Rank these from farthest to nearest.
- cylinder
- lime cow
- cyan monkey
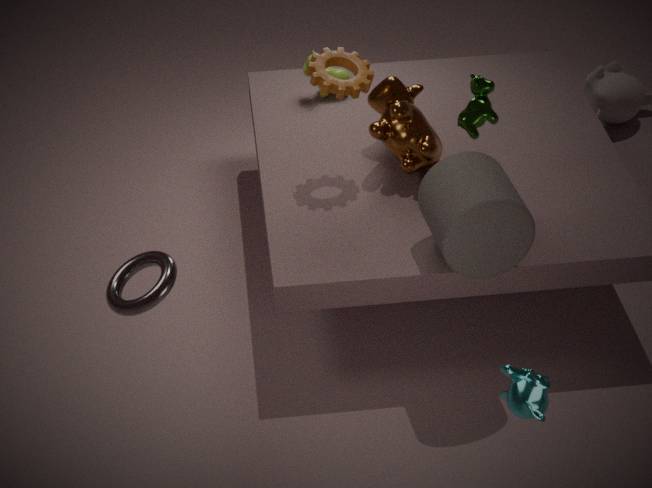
lime cow → cylinder → cyan monkey
